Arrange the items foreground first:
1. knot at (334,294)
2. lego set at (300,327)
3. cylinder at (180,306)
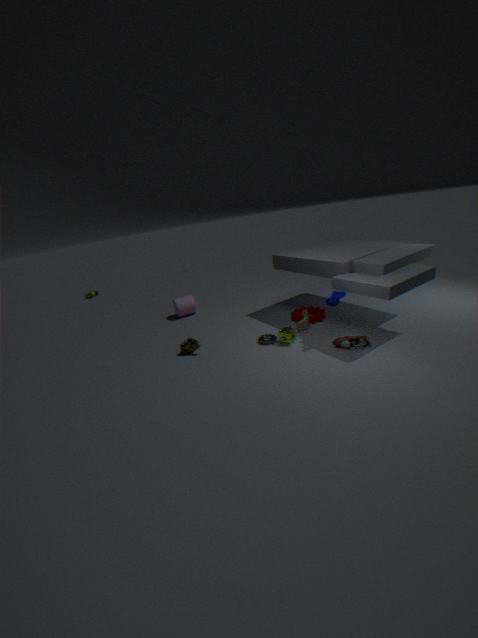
knot at (334,294) < lego set at (300,327) < cylinder at (180,306)
